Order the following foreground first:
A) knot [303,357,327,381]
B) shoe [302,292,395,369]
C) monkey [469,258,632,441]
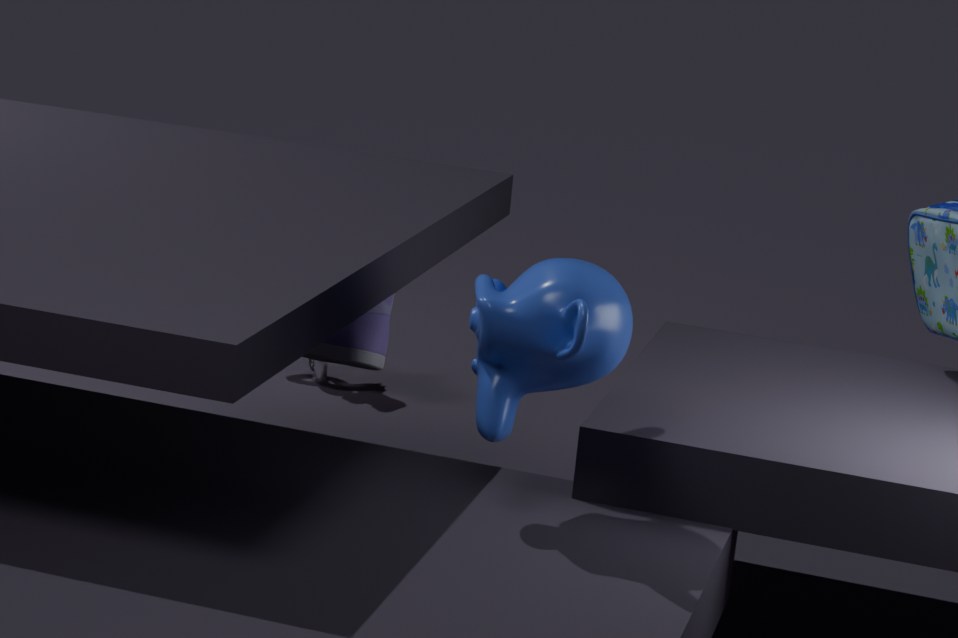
1. monkey [469,258,632,441]
2. shoe [302,292,395,369]
3. knot [303,357,327,381]
